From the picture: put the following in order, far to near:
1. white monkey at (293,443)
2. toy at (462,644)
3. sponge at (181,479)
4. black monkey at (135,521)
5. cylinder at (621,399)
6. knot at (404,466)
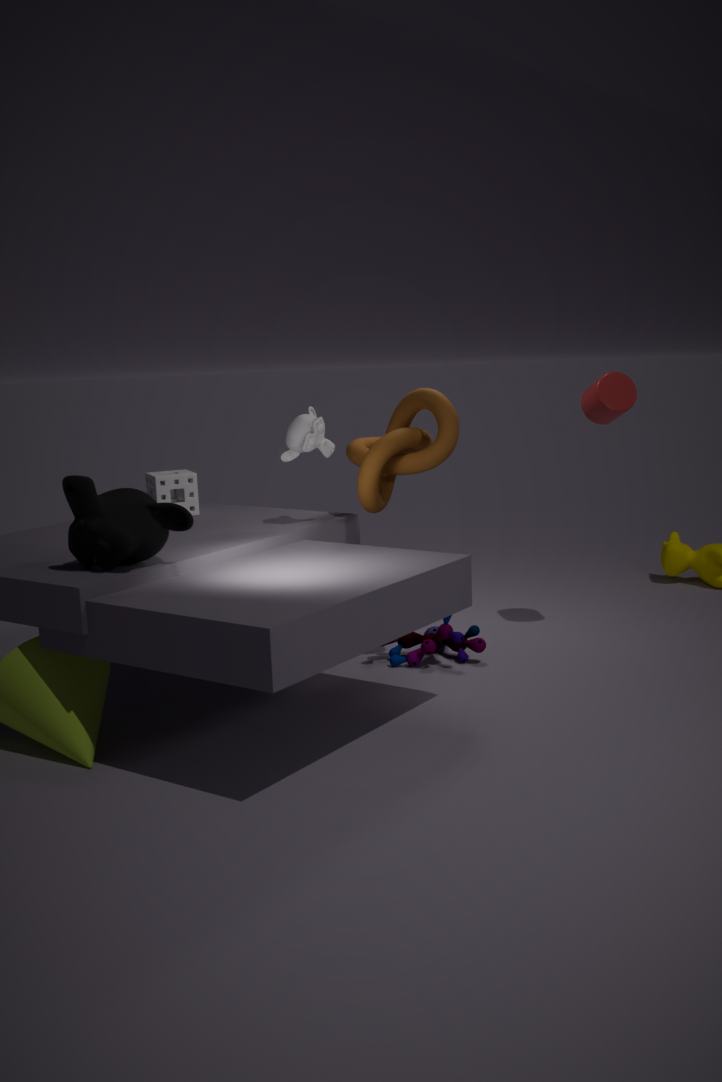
sponge at (181,479), cylinder at (621,399), toy at (462,644), white monkey at (293,443), knot at (404,466), black monkey at (135,521)
